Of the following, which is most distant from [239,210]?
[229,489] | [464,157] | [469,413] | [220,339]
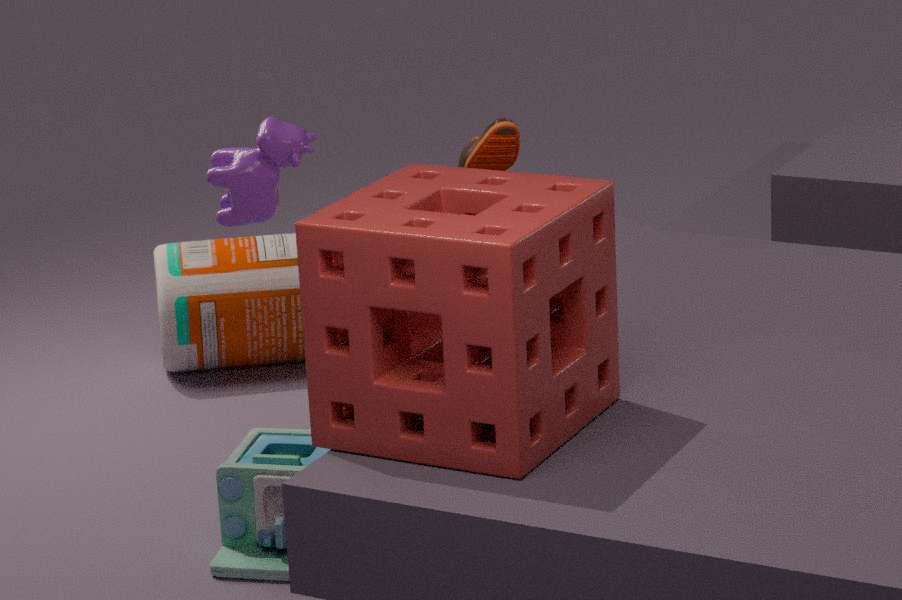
[220,339]
